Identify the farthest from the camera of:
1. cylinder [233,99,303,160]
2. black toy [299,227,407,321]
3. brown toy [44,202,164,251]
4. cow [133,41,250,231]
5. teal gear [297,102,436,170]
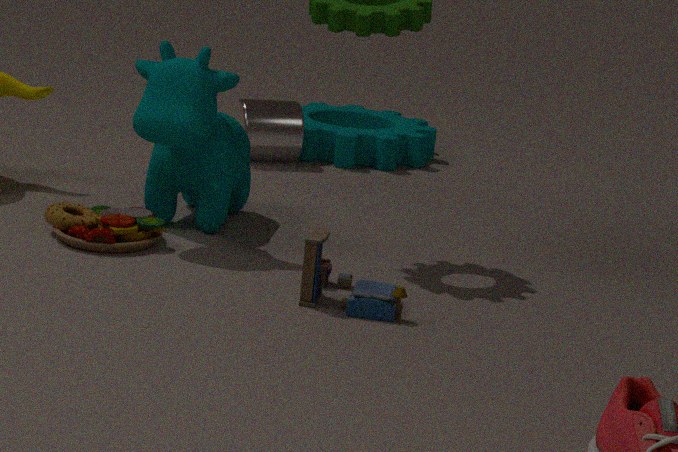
teal gear [297,102,436,170]
